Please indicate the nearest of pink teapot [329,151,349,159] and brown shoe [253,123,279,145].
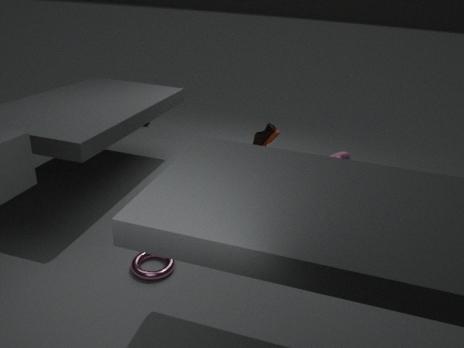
pink teapot [329,151,349,159]
